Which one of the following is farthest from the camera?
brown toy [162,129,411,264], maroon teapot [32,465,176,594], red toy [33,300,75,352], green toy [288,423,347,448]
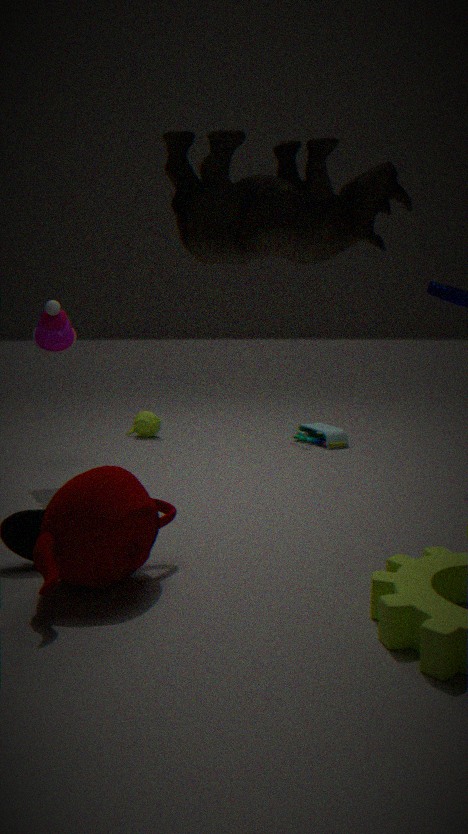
green toy [288,423,347,448]
